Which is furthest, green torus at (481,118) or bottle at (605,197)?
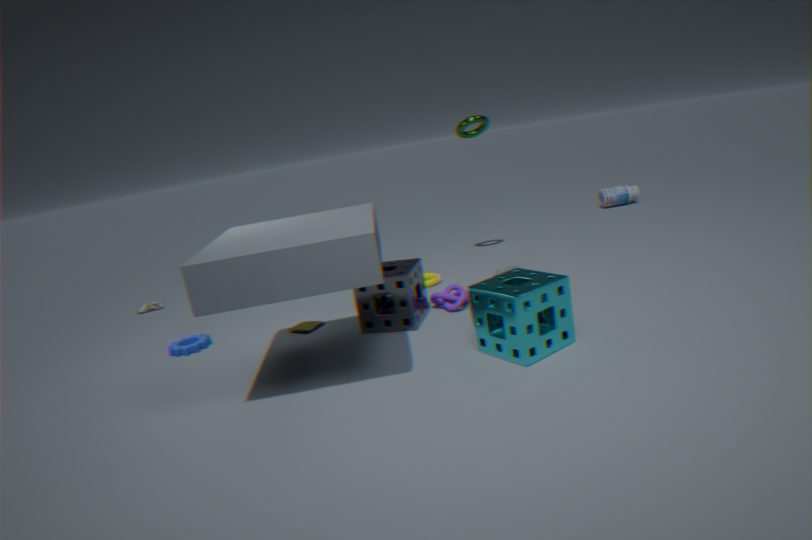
bottle at (605,197)
